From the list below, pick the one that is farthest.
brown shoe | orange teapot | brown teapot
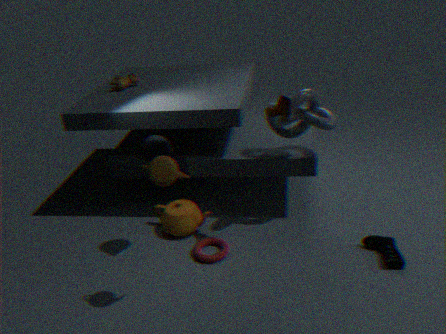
orange teapot
